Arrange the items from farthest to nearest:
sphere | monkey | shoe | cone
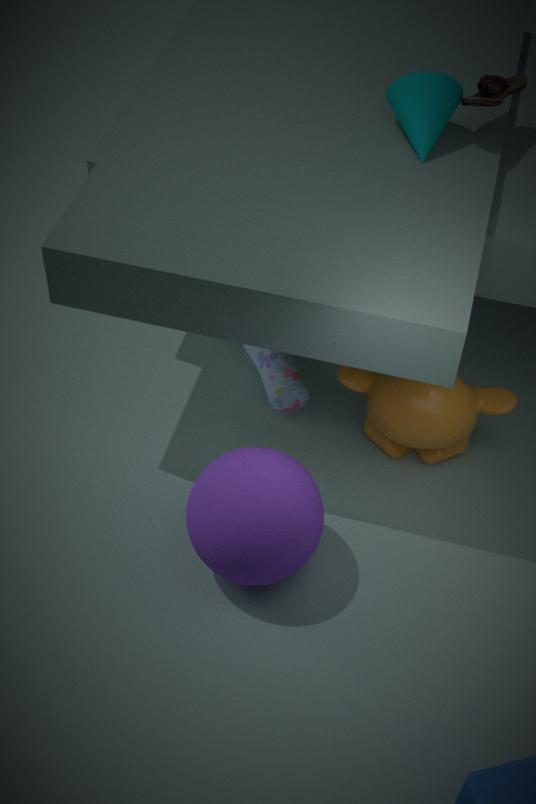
monkey < shoe < cone < sphere
